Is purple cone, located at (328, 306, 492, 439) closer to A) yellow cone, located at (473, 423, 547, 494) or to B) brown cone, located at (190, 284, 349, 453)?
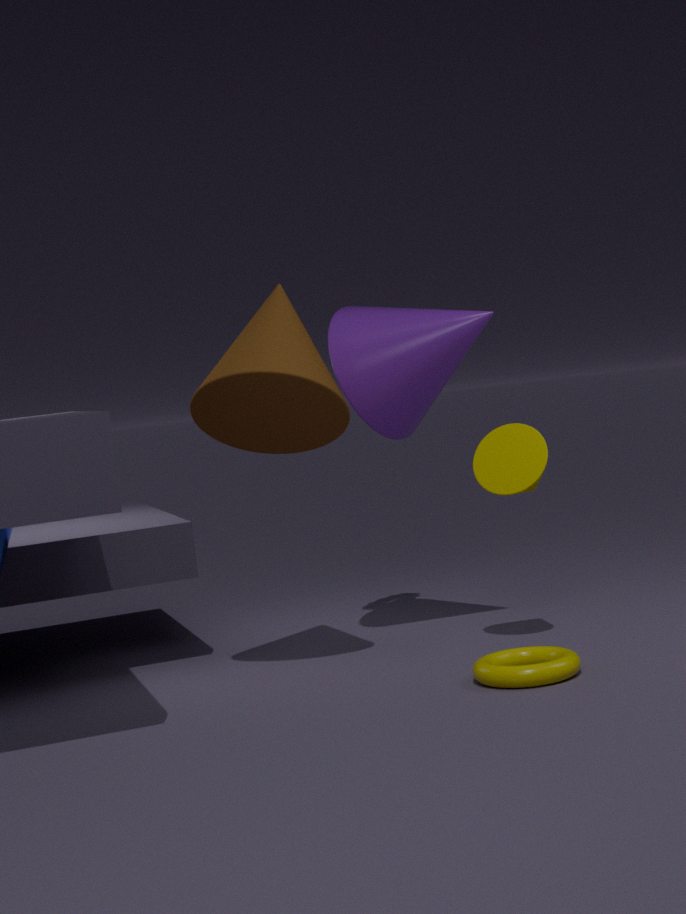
B) brown cone, located at (190, 284, 349, 453)
